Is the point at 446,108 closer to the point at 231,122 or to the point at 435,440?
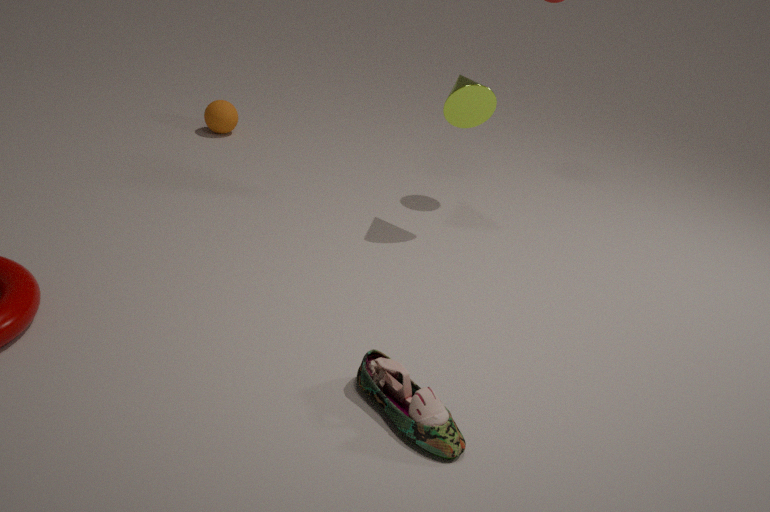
the point at 435,440
